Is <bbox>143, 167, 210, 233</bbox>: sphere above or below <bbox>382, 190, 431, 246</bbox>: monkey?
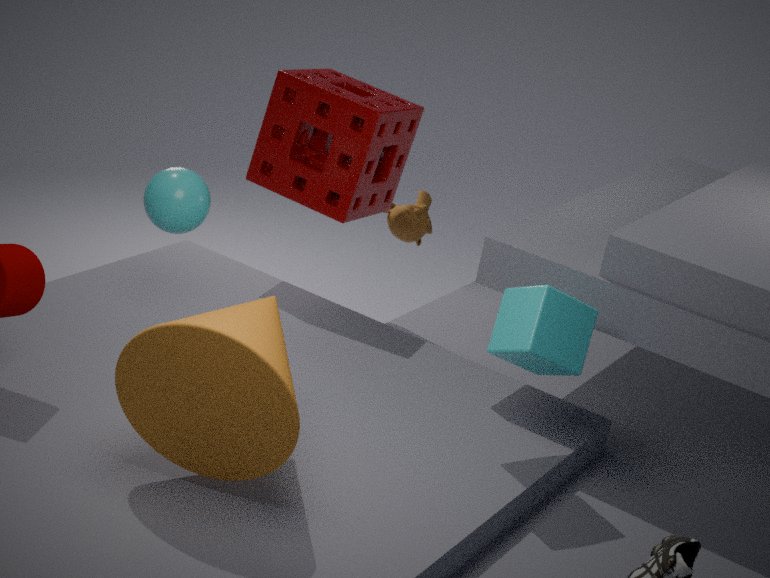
above
